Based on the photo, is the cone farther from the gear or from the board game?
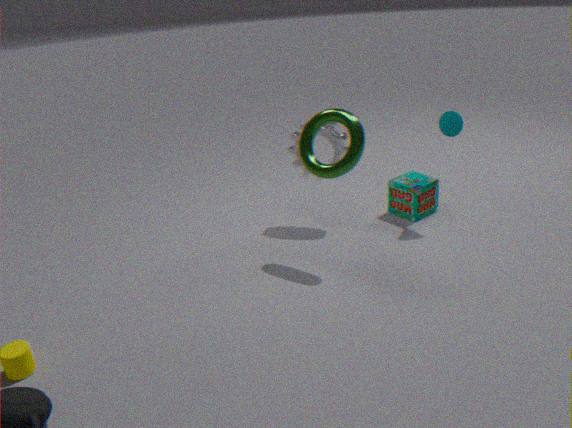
the gear
